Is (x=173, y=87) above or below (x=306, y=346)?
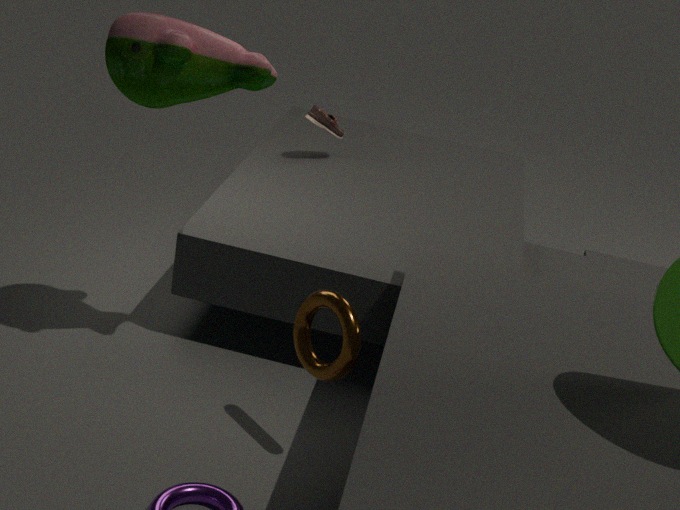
above
